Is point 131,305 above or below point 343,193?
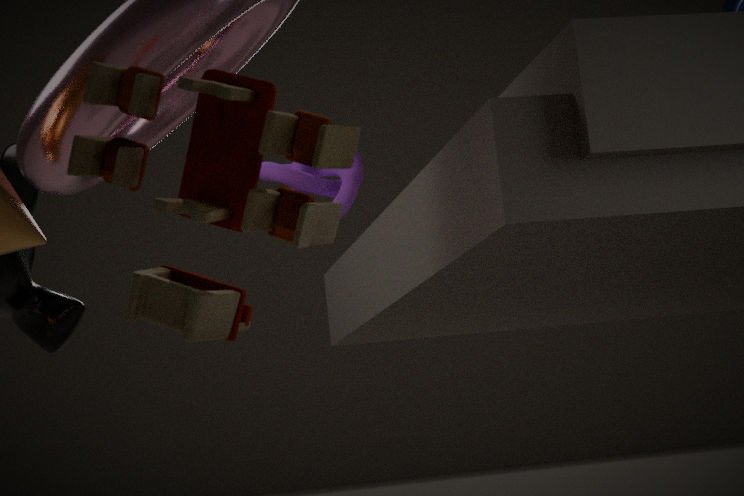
below
